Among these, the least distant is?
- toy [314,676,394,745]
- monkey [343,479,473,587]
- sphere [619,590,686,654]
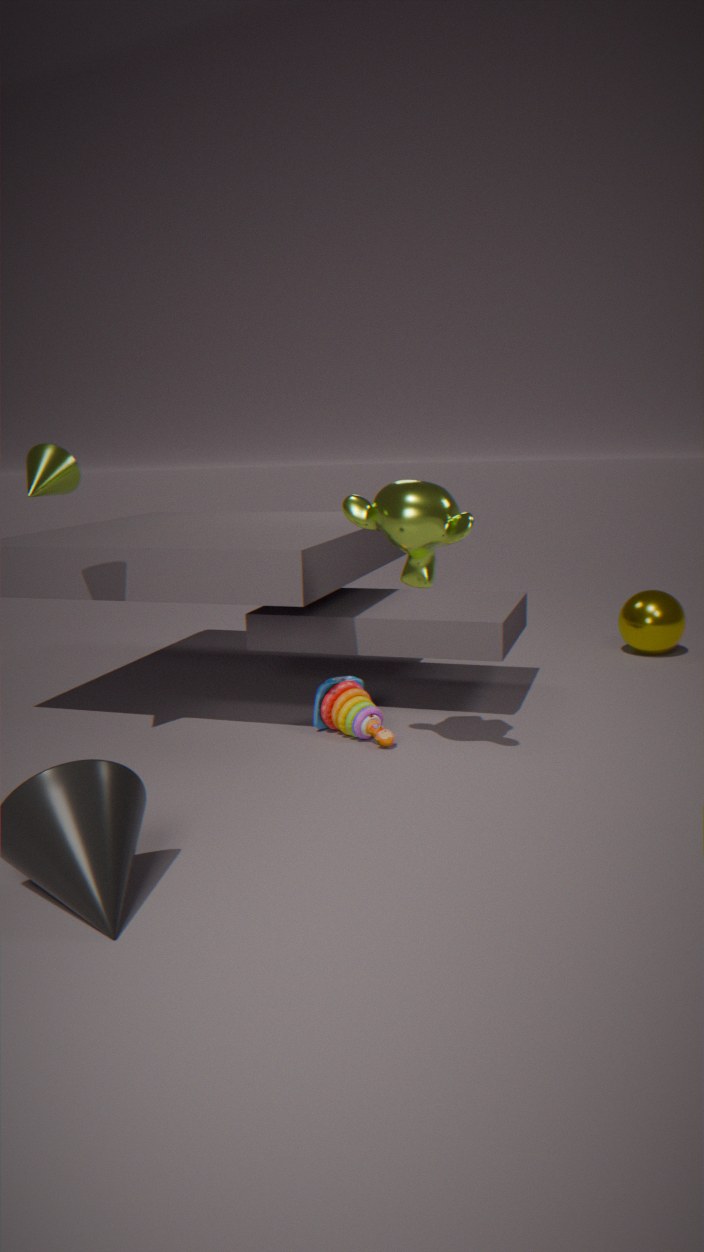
monkey [343,479,473,587]
